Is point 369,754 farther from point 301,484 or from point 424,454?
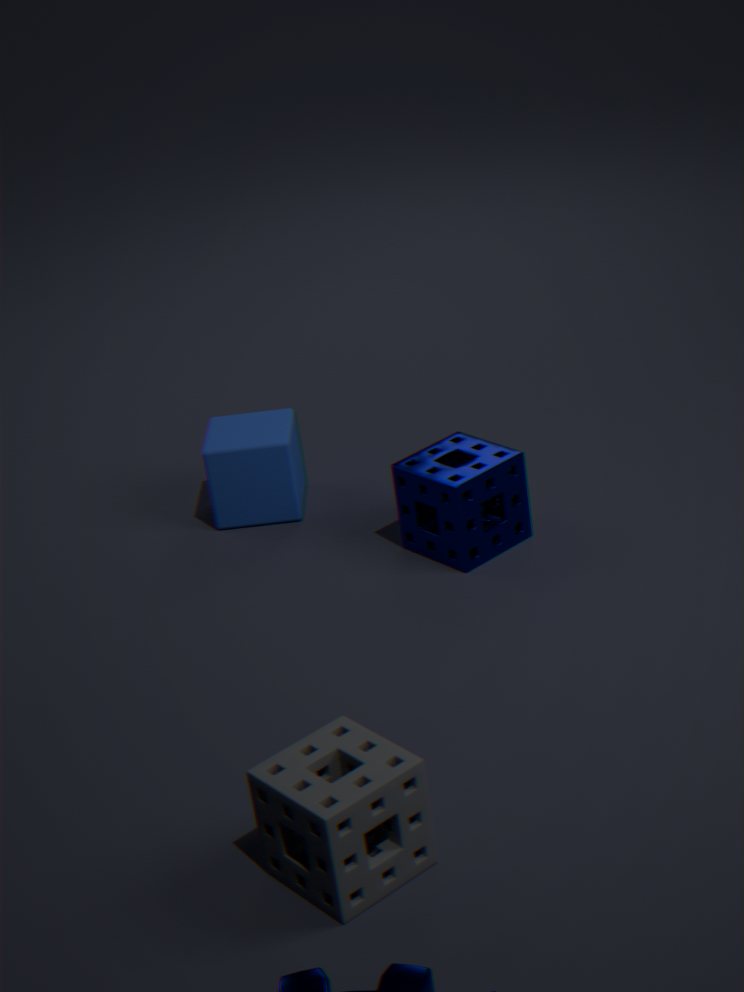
point 301,484
